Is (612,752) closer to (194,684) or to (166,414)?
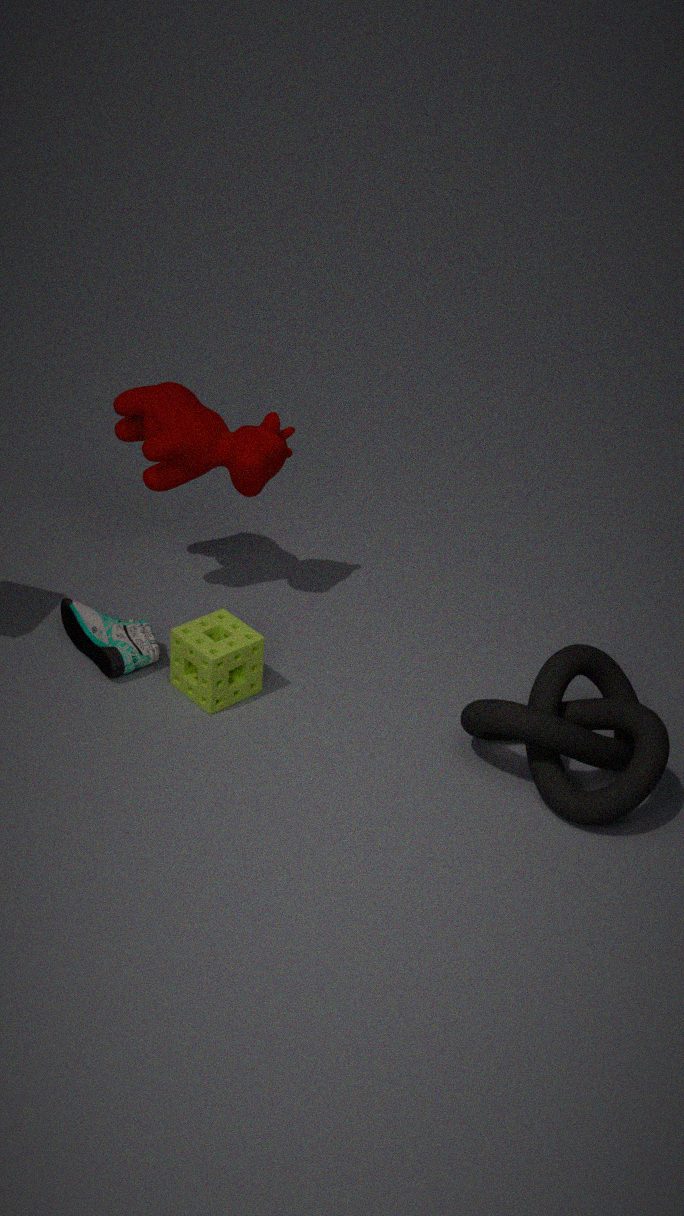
(194,684)
